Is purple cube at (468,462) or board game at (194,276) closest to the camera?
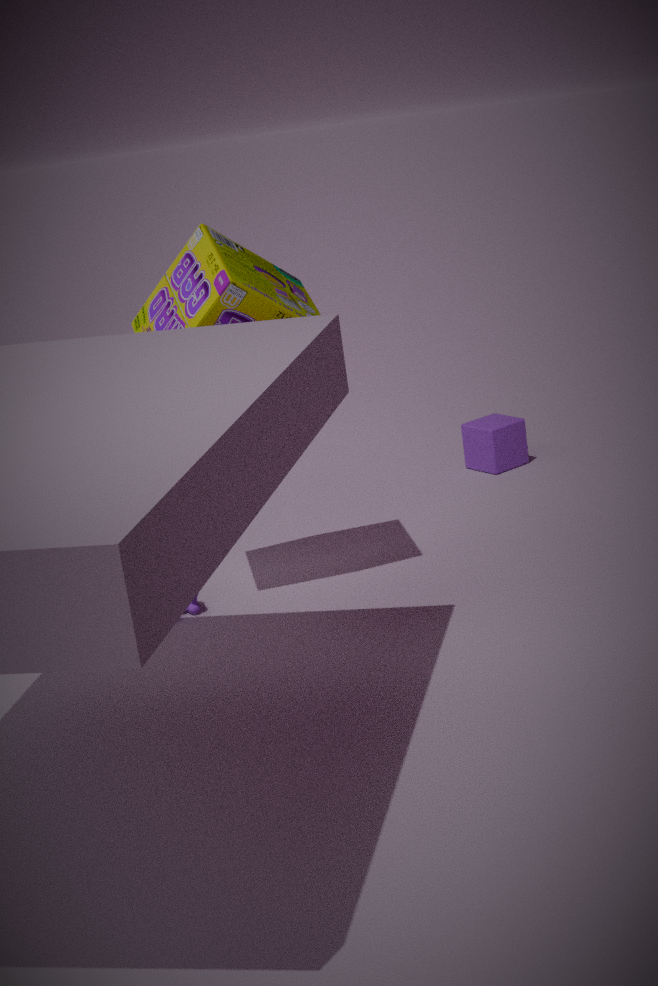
board game at (194,276)
